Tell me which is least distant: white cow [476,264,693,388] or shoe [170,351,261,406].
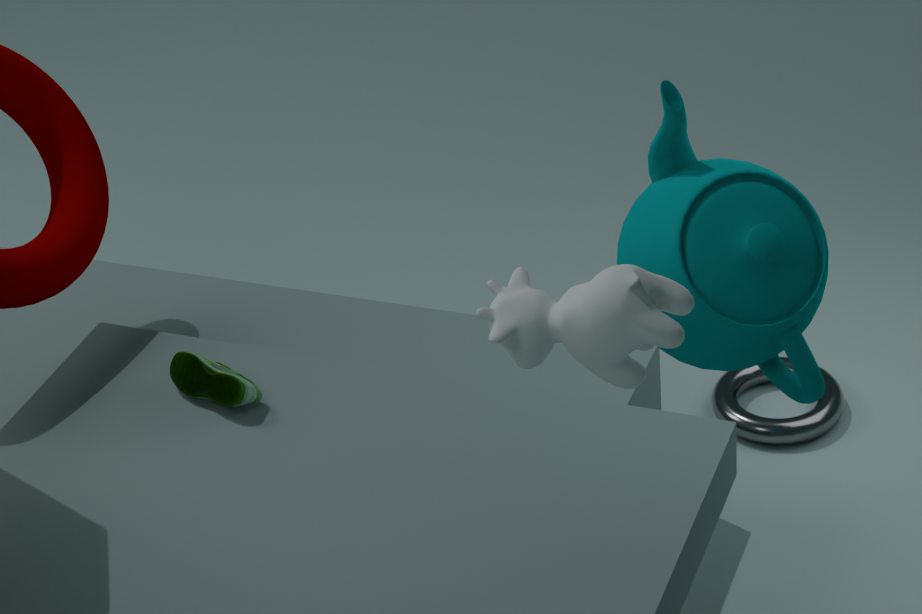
→ white cow [476,264,693,388]
